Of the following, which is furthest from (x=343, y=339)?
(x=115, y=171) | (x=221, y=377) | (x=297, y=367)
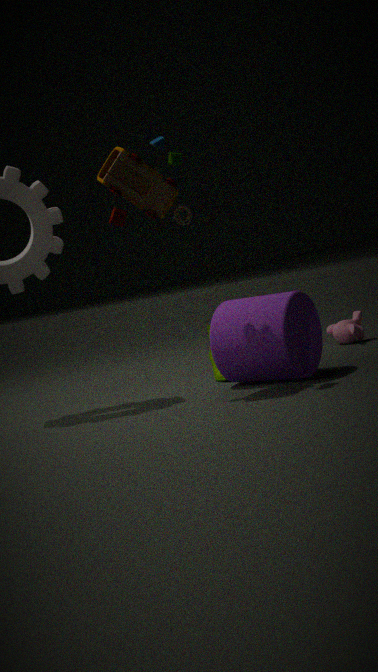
(x=115, y=171)
